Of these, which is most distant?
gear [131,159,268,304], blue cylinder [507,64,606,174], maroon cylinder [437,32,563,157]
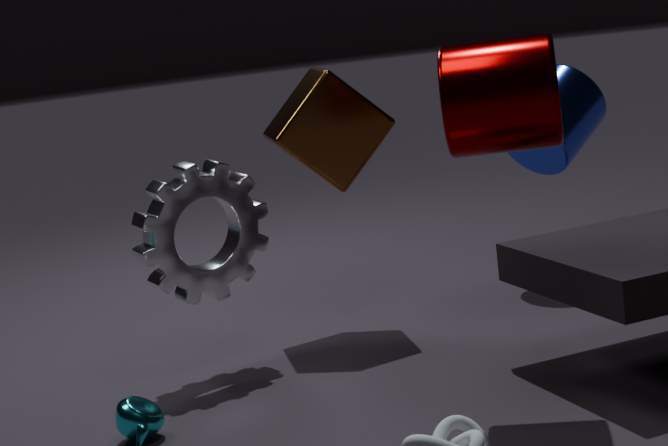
blue cylinder [507,64,606,174]
